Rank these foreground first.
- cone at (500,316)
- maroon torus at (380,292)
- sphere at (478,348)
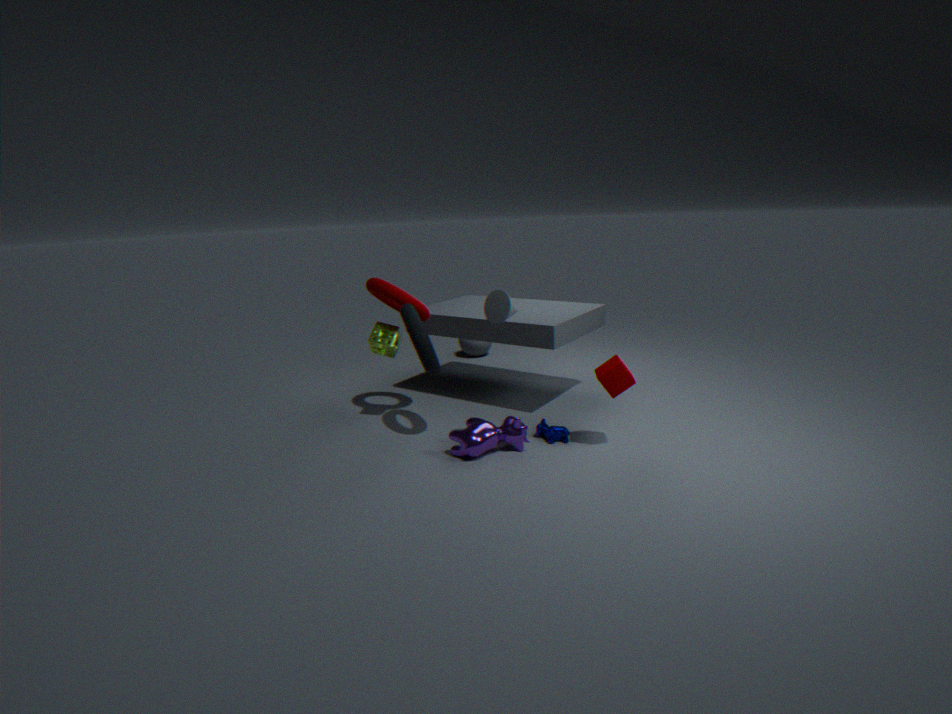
cone at (500,316), maroon torus at (380,292), sphere at (478,348)
